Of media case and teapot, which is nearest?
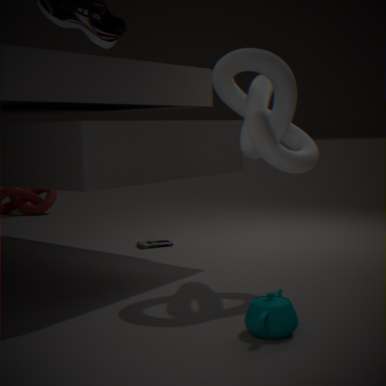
teapot
